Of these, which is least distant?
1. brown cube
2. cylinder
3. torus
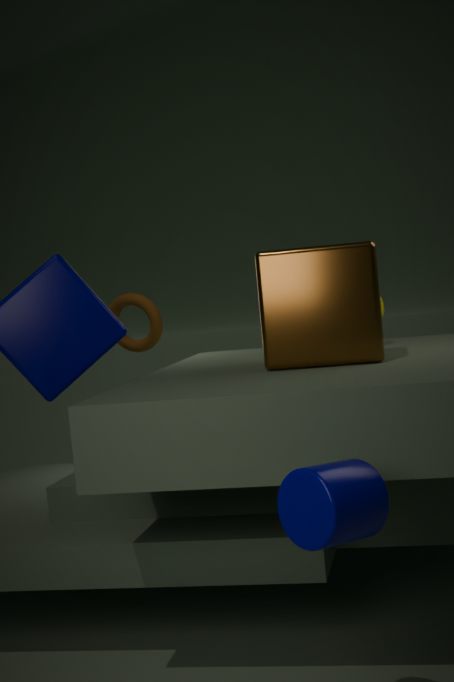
cylinder
